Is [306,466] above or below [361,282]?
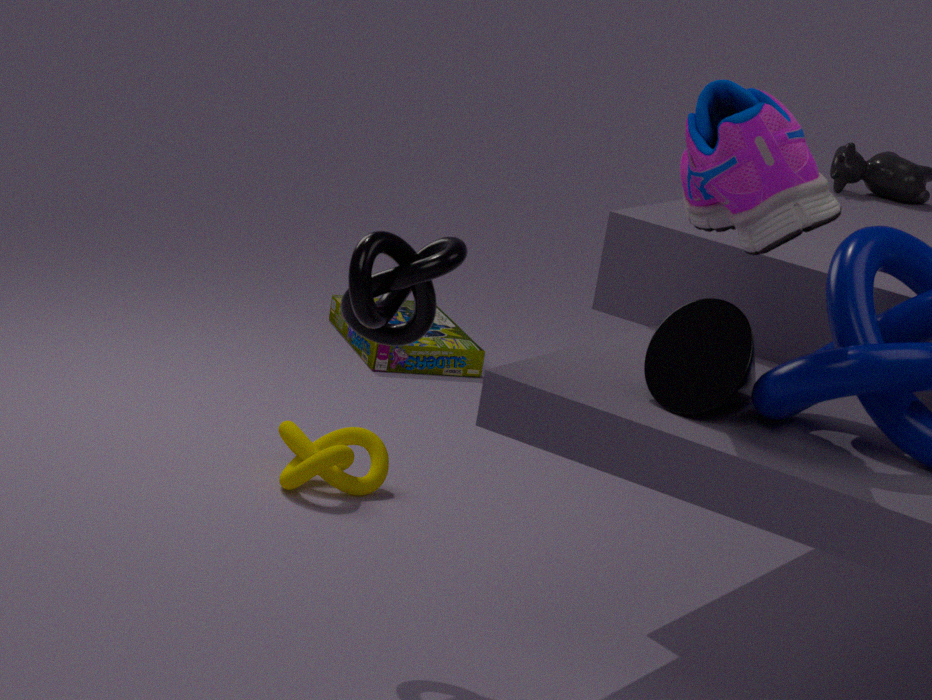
below
